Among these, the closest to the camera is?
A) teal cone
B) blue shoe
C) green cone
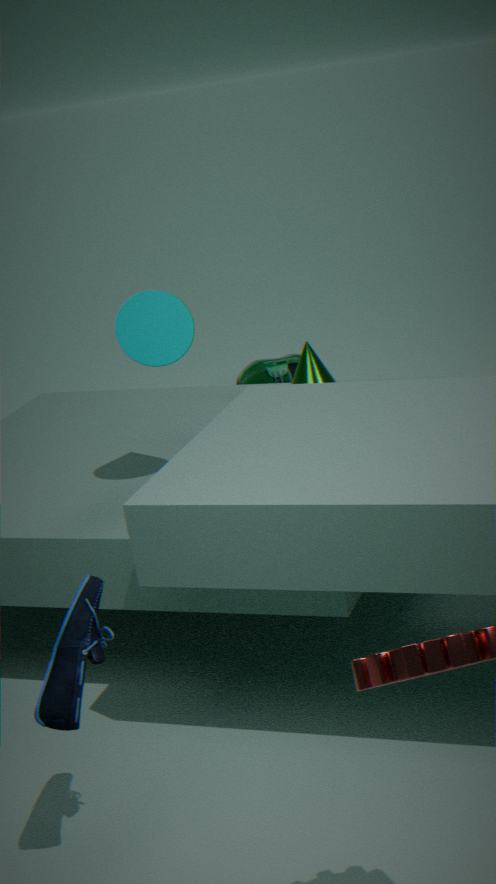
blue shoe
